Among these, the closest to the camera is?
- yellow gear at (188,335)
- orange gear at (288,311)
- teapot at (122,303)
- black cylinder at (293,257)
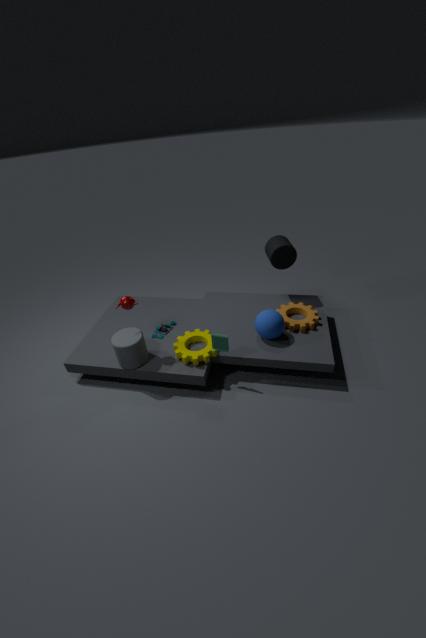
teapot at (122,303)
